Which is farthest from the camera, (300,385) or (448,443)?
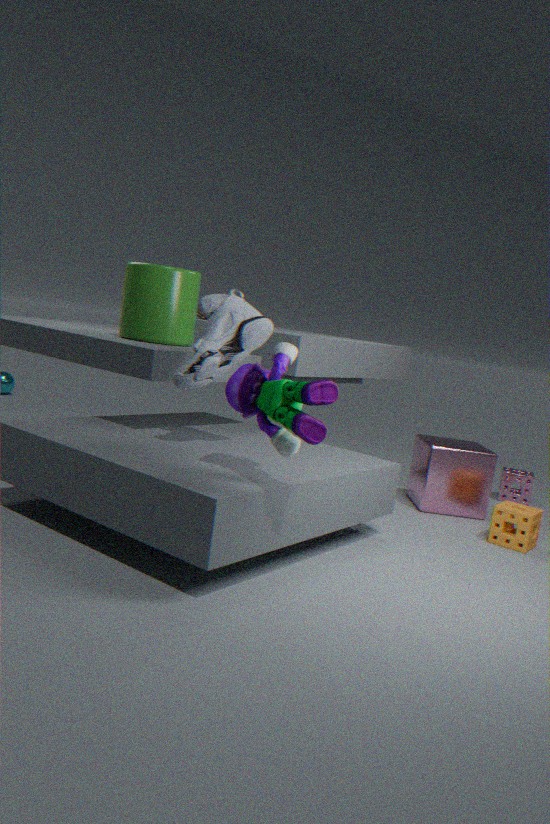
(448,443)
